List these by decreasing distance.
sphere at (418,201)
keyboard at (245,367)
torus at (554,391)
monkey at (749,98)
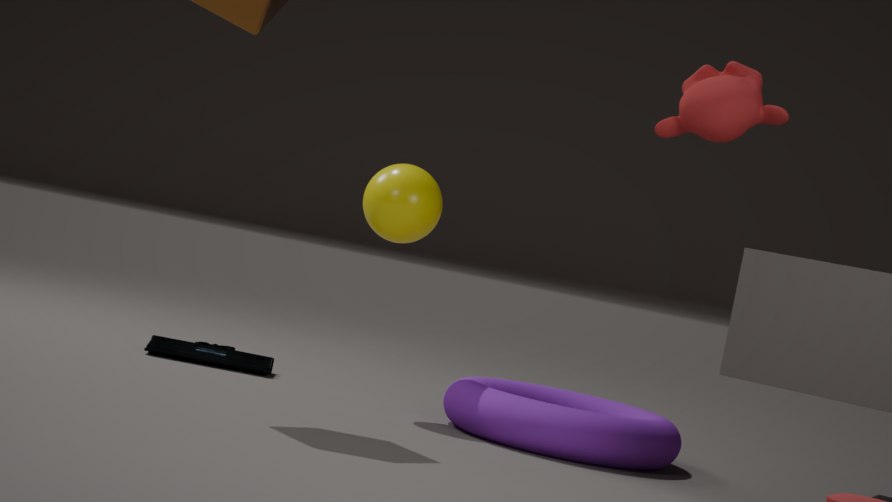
keyboard at (245,367) → sphere at (418,201) → torus at (554,391) → monkey at (749,98)
